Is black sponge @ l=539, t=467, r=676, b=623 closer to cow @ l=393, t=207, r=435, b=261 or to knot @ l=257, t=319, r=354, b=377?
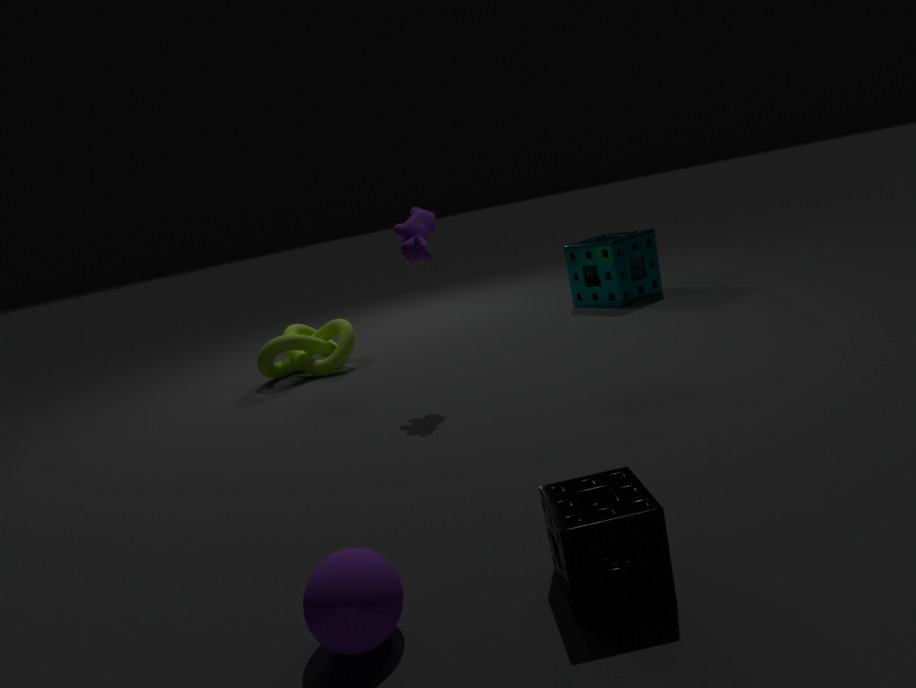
cow @ l=393, t=207, r=435, b=261
